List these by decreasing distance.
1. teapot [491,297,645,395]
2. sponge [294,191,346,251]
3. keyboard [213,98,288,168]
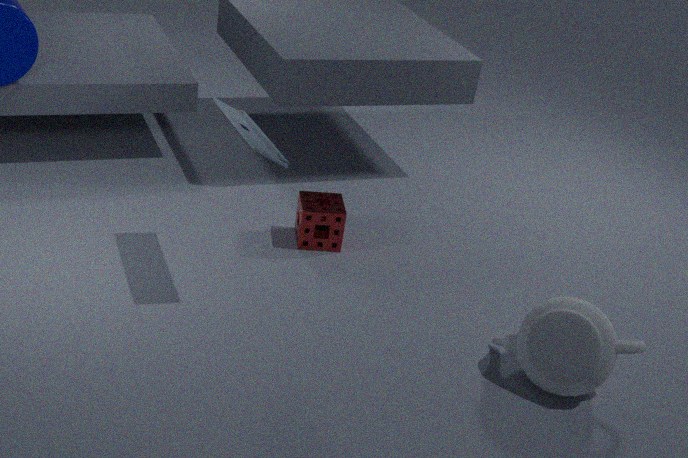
sponge [294,191,346,251]
keyboard [213,98,288,168]
teapot [491,297,645,395]
